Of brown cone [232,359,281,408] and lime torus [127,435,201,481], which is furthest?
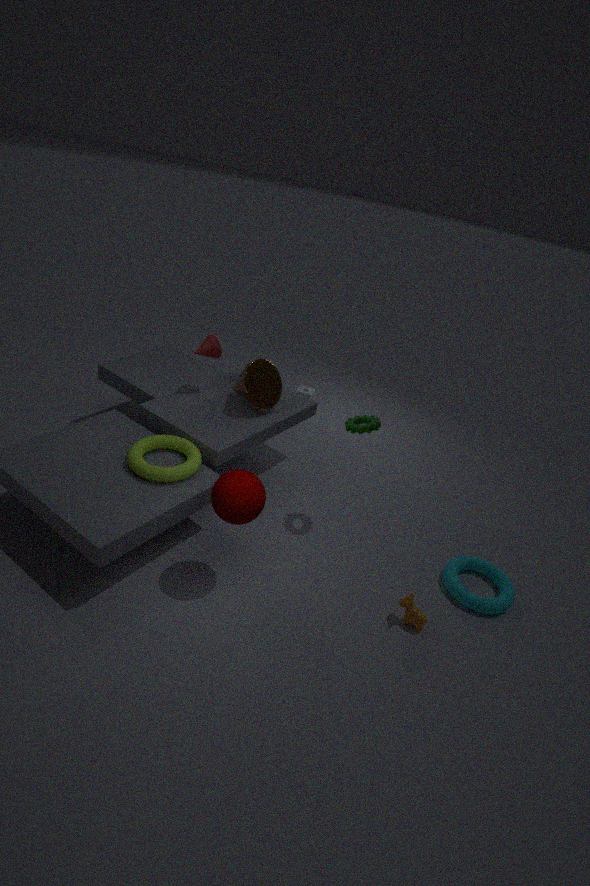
brown cone [232,359,281,408]
